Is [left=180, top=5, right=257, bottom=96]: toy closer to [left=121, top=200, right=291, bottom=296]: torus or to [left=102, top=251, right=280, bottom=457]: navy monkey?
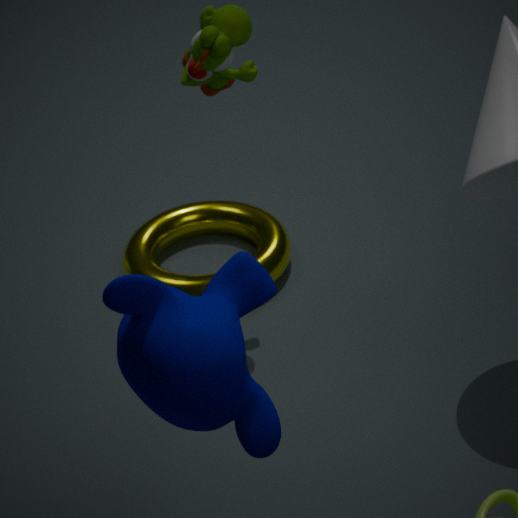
[left=121, top=200, right=291, bottom=296]: torus
